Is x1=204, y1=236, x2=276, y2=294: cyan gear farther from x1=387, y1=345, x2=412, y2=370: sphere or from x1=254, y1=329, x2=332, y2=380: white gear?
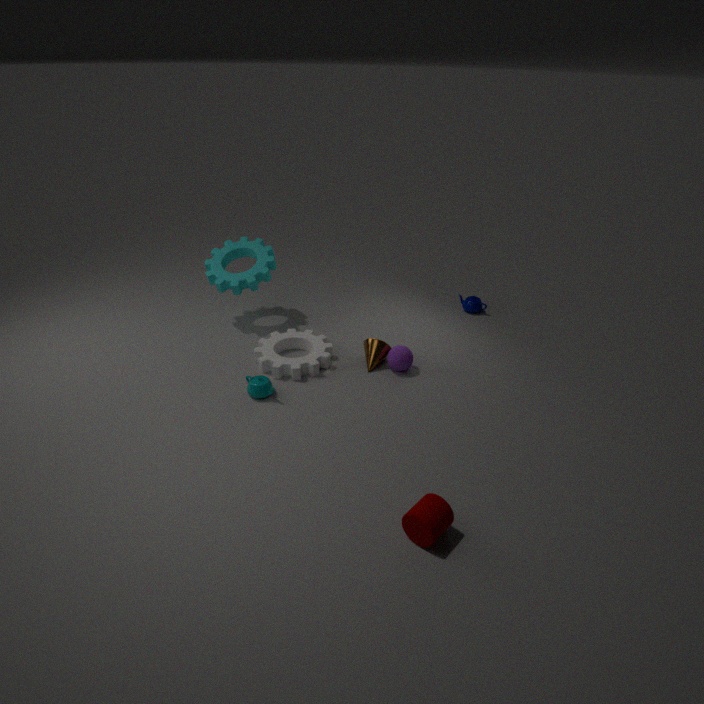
x1=387, y1=345, x2=412, y2=370: sphere
